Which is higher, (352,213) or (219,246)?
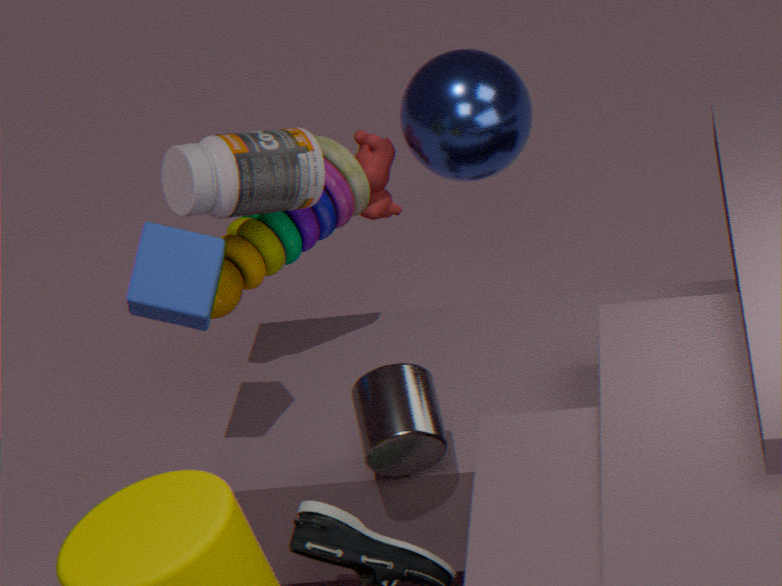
(219,246)
